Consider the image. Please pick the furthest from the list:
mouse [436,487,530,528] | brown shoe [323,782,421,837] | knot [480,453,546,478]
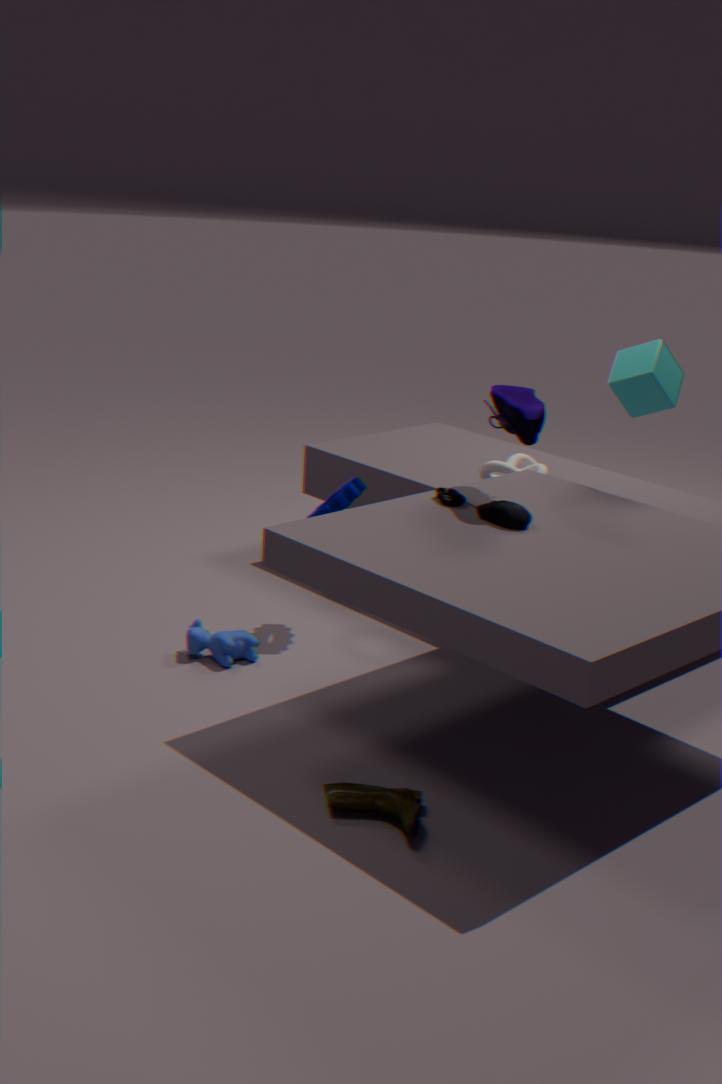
knot [480,453,546,478]
